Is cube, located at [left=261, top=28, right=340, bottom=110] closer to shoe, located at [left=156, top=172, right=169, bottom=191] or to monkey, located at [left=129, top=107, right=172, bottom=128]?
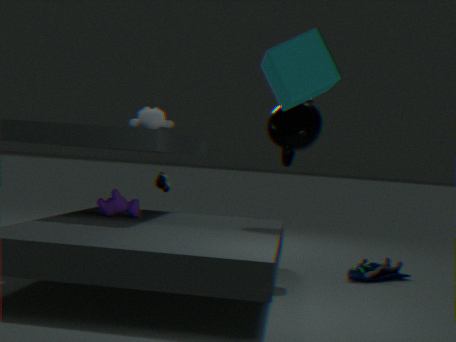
monkey, located at [left=129, top=107, right=172, bottom=128]
